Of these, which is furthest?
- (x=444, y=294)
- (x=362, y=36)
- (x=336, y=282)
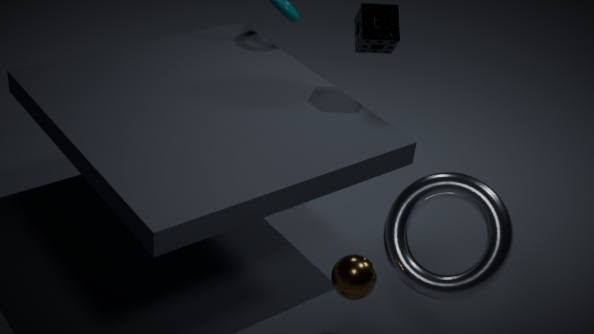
(x=362, y=36)
